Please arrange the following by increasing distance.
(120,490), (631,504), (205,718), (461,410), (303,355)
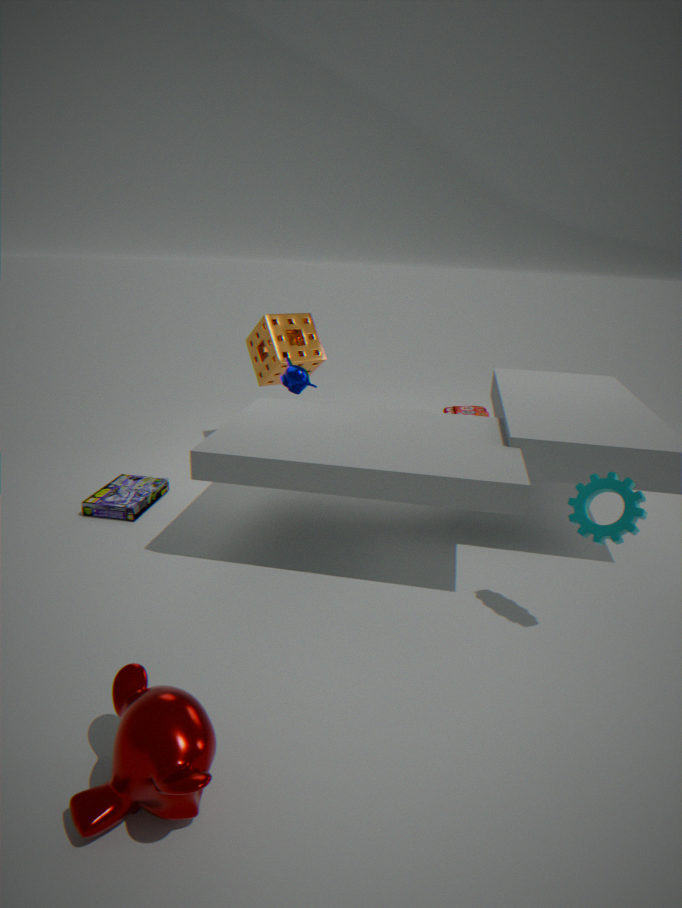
(205,718), (631,504), (120,490), (303,355), (461,410)
